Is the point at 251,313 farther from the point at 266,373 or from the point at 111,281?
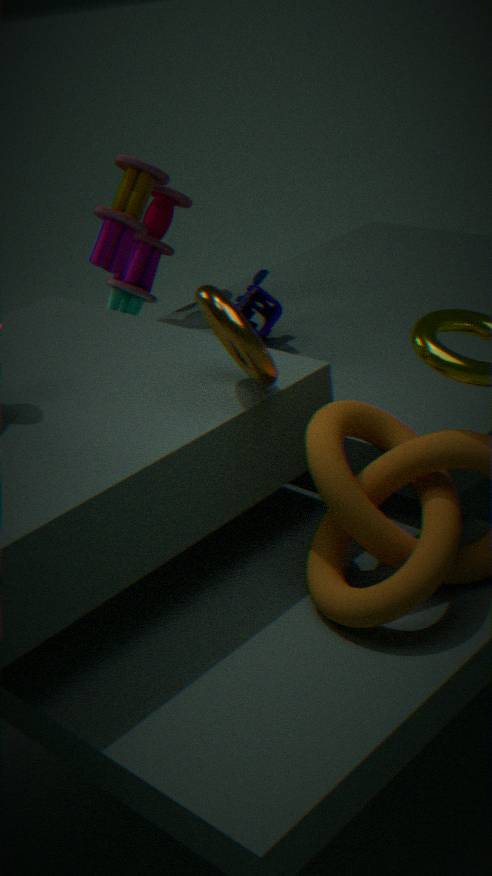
the point at 266,373
